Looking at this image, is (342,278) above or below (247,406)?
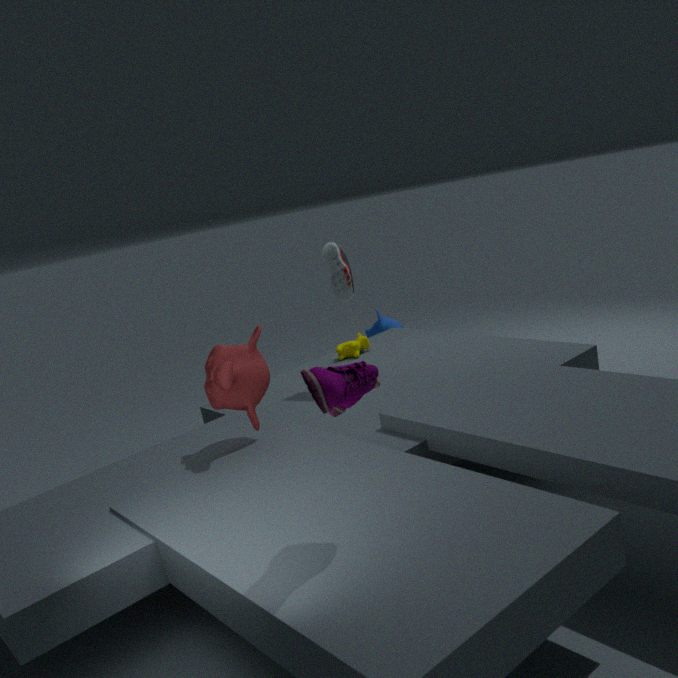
above
